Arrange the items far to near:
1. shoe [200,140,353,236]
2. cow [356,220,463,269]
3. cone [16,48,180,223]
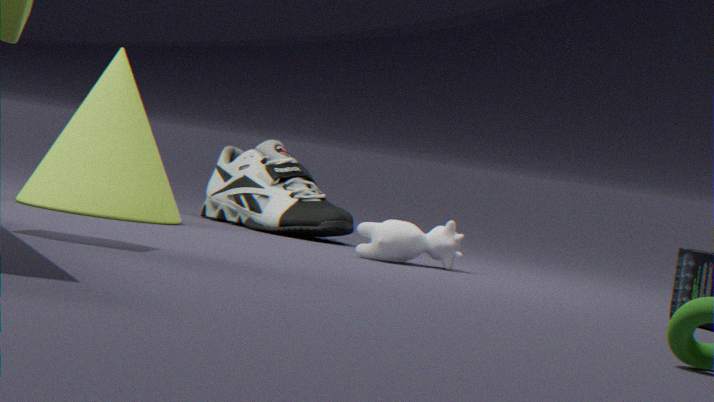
shoe [200,140,353,236]
cone [16,48,180,223]
cow [356,220,463,269]
